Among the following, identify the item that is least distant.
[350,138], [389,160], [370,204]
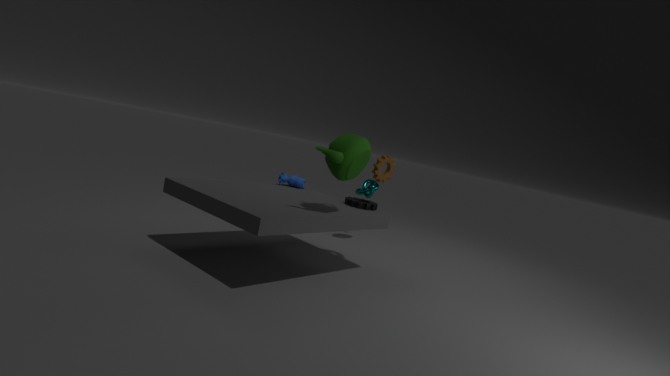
[350,138]
